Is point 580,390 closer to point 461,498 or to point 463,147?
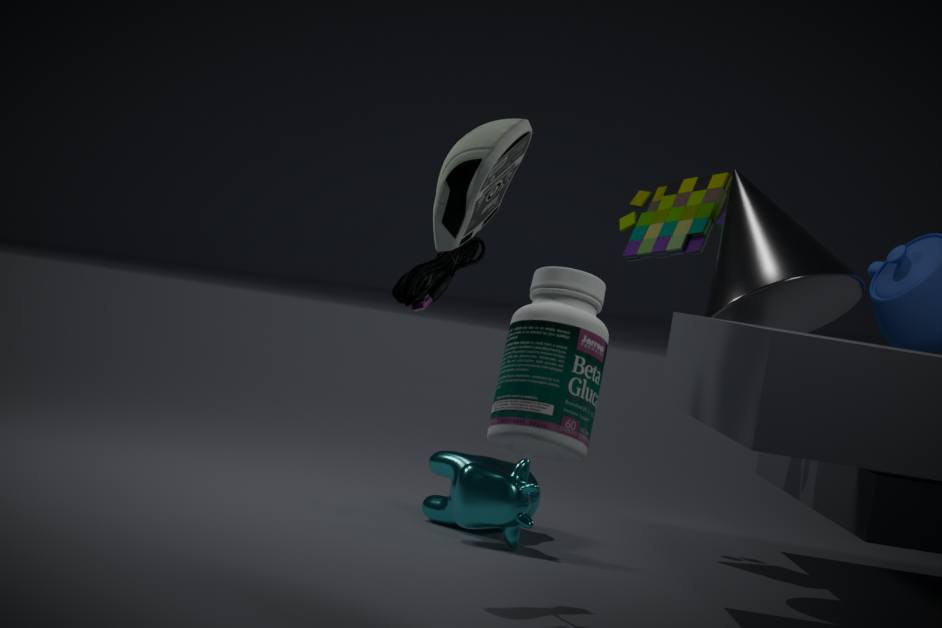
point 463,147
